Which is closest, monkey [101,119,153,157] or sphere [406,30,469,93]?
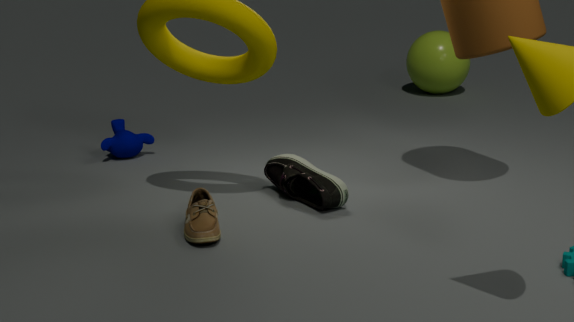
monkey [101,119,153,157]
